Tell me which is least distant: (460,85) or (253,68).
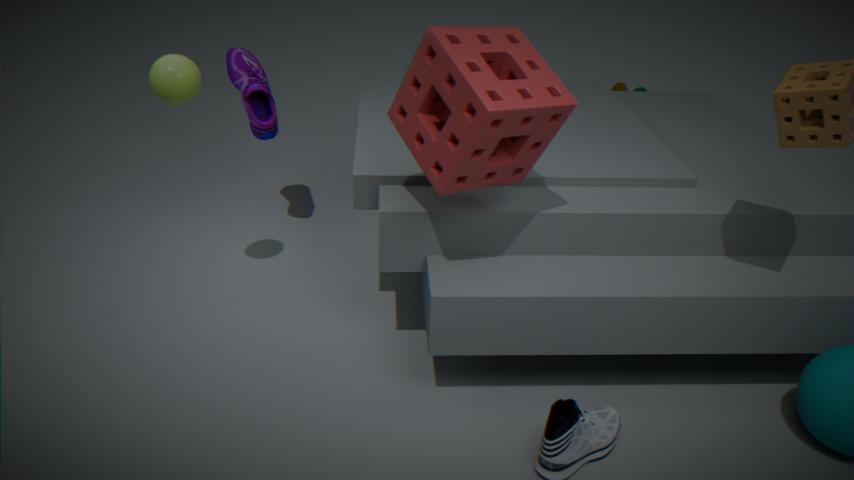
(460,85)
